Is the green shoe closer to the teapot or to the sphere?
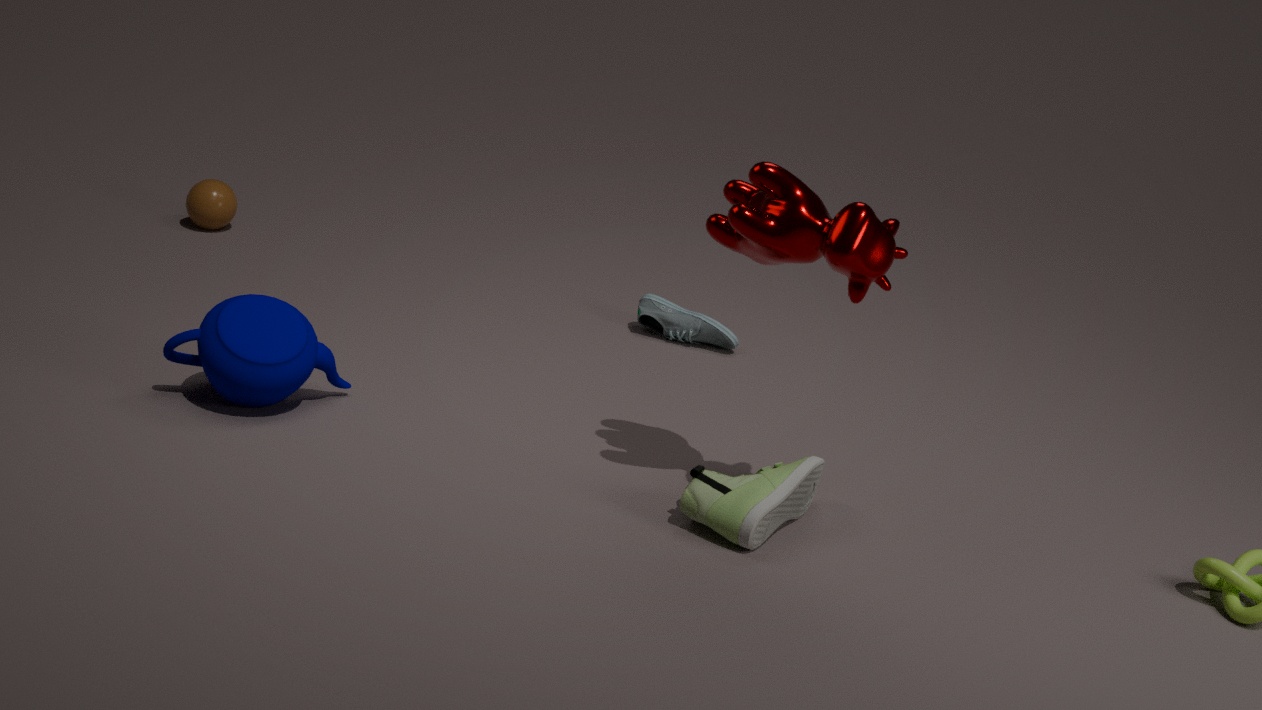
the teapot
